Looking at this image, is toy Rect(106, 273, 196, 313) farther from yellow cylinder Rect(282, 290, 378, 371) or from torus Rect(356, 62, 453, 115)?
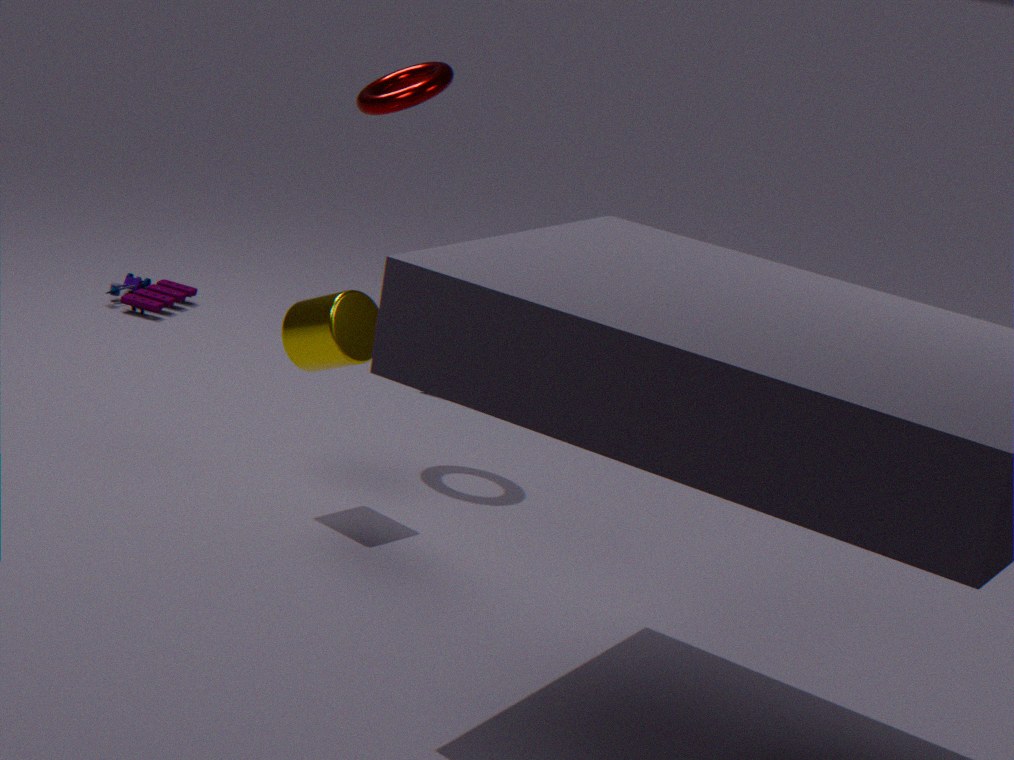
yellow cylinder Rect(282, 290, 378, 371)
